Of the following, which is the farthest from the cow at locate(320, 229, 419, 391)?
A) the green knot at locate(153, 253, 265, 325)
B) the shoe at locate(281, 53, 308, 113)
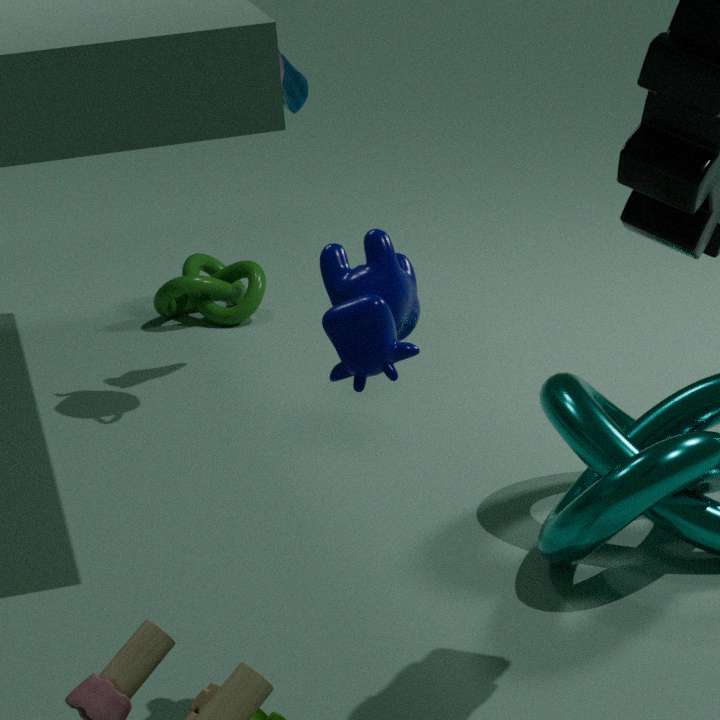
the green knot at locate(153, 253, 265, 325)
